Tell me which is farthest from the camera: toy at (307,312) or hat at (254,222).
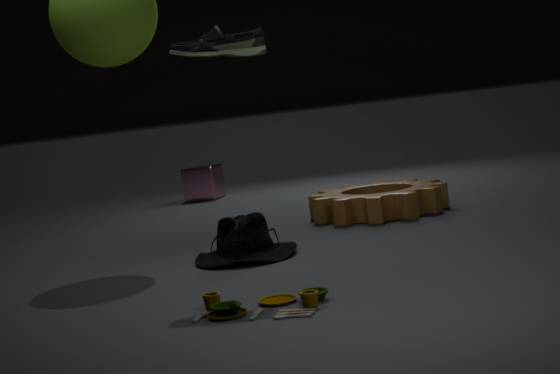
hat at (254,222)
